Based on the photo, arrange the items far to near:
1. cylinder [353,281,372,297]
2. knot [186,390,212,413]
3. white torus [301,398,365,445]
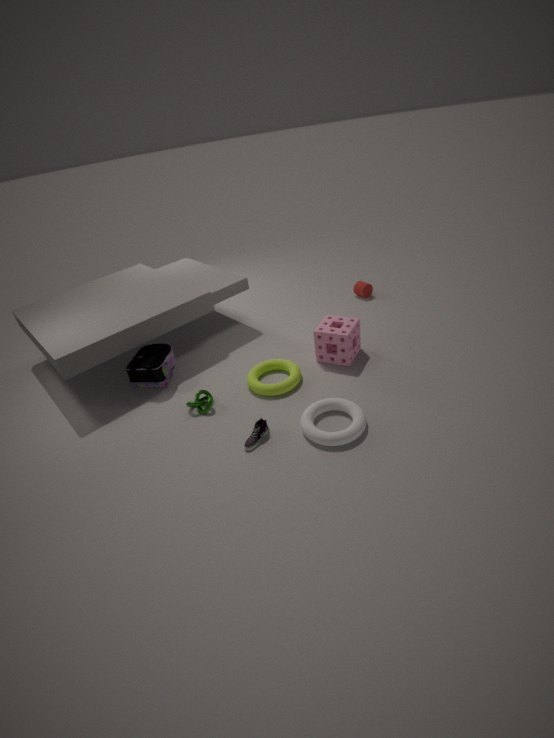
cylinder [353,281,372,297], knot [186,390,212,413], white torus [301,398,365,445]
